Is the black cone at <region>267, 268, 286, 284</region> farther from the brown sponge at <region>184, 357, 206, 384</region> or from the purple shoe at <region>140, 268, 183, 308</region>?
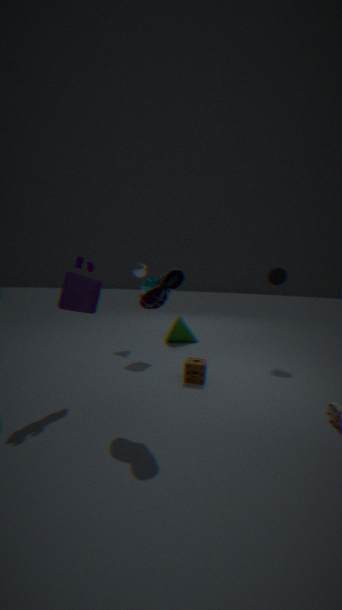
the purple shoe at <region>140, 268, 183, 308</region>
